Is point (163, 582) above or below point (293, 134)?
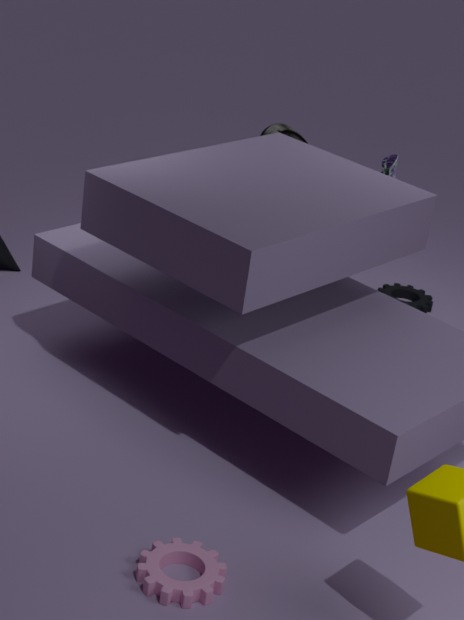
below
